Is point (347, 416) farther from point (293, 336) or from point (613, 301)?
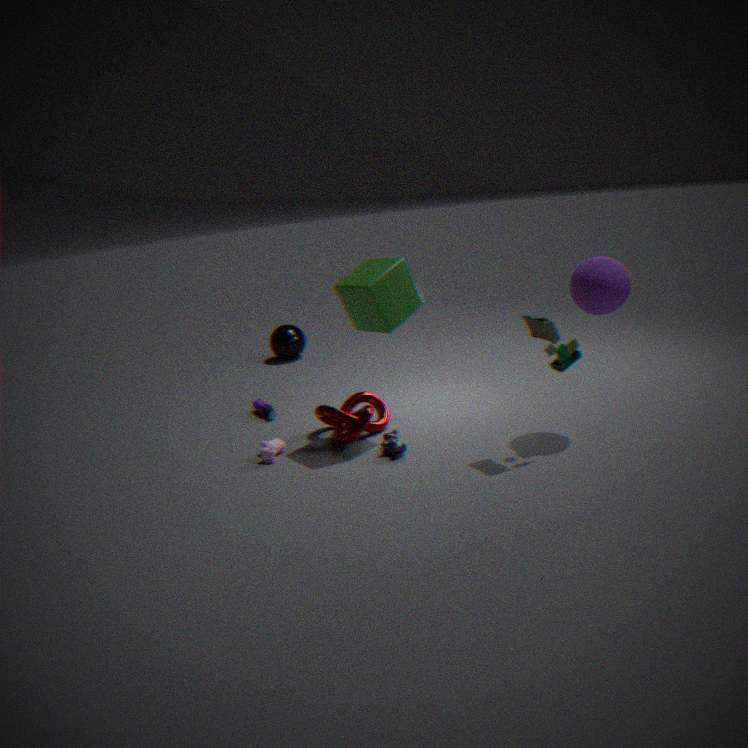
point (293, 336)
